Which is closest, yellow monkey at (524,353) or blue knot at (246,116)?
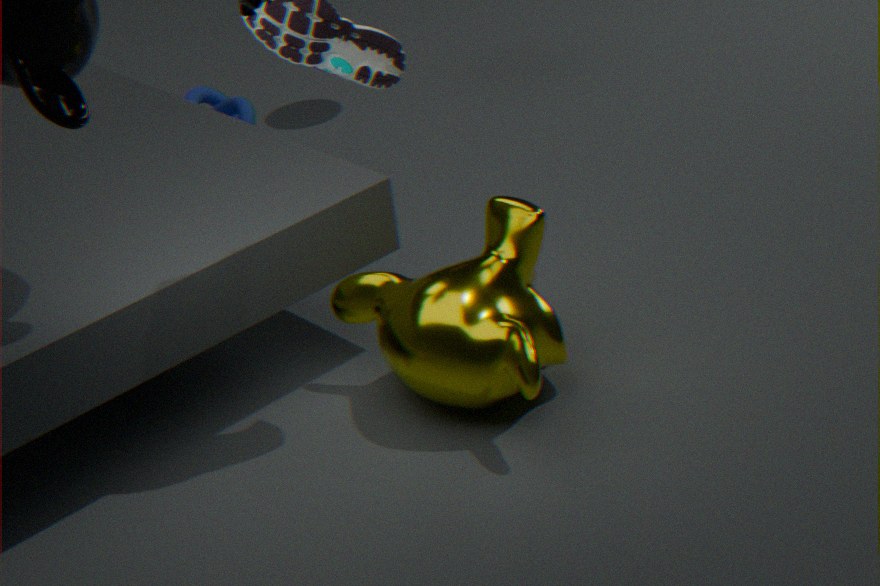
yellow monkey at (524,353)
